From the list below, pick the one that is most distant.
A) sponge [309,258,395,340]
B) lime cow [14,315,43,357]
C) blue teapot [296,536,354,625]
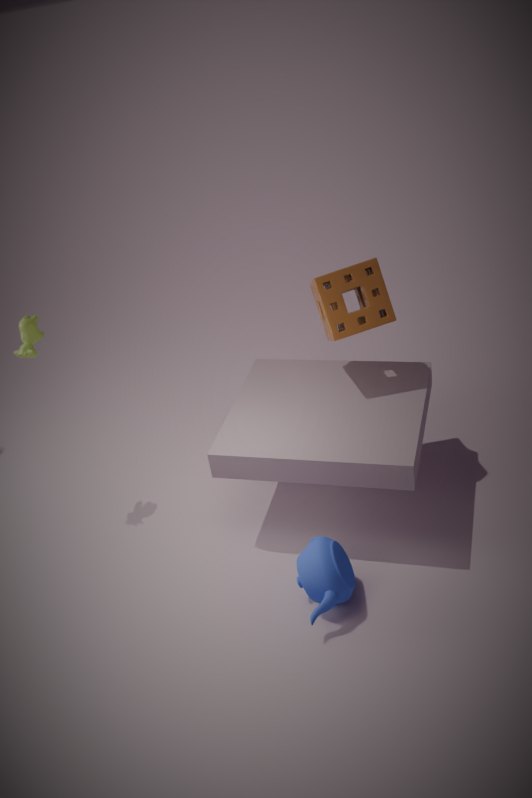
lime cow [14,315,43,357]
